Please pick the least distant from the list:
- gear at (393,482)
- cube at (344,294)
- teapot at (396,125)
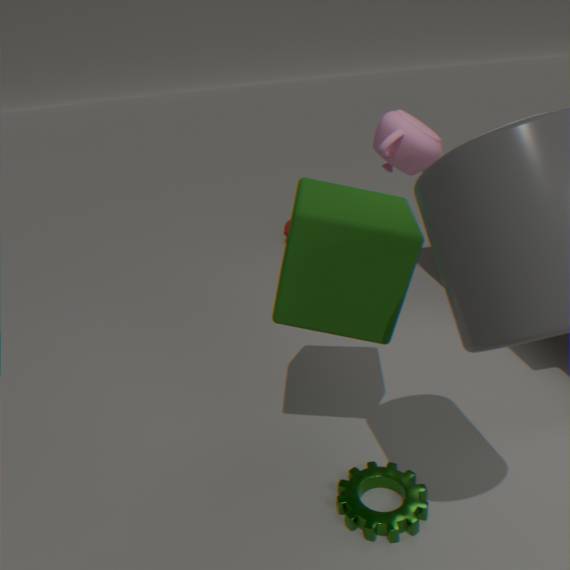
cube at (344,294)
